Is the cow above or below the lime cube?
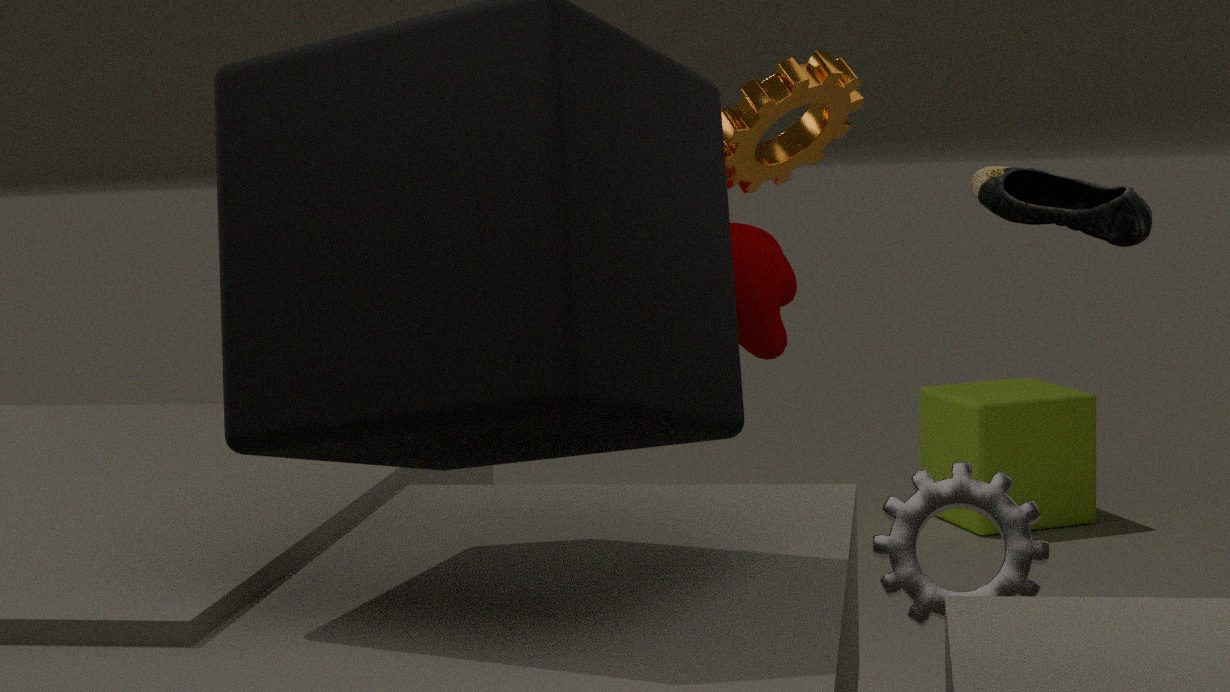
above
